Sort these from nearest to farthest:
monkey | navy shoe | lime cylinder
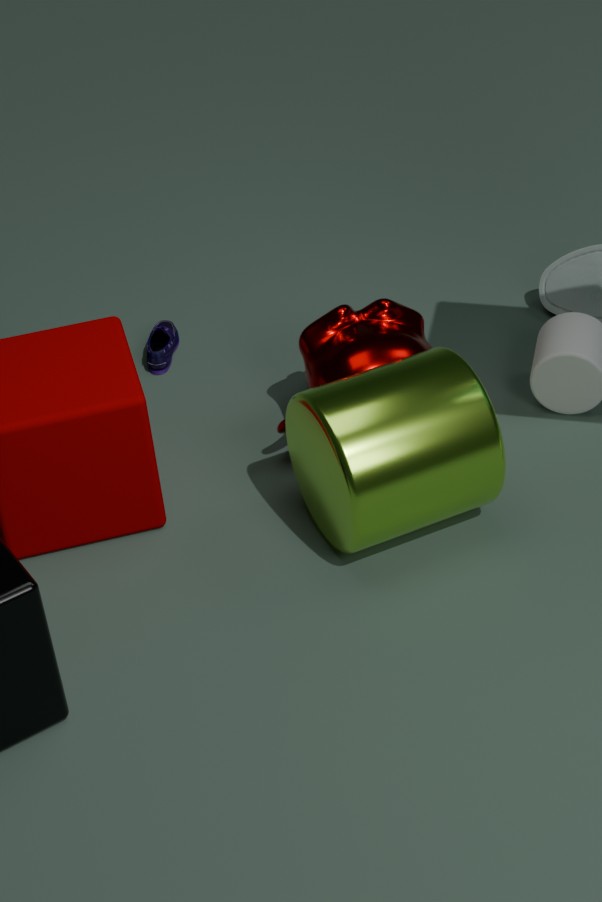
1. lime cylinder
2. monkey
3. navy shoe
